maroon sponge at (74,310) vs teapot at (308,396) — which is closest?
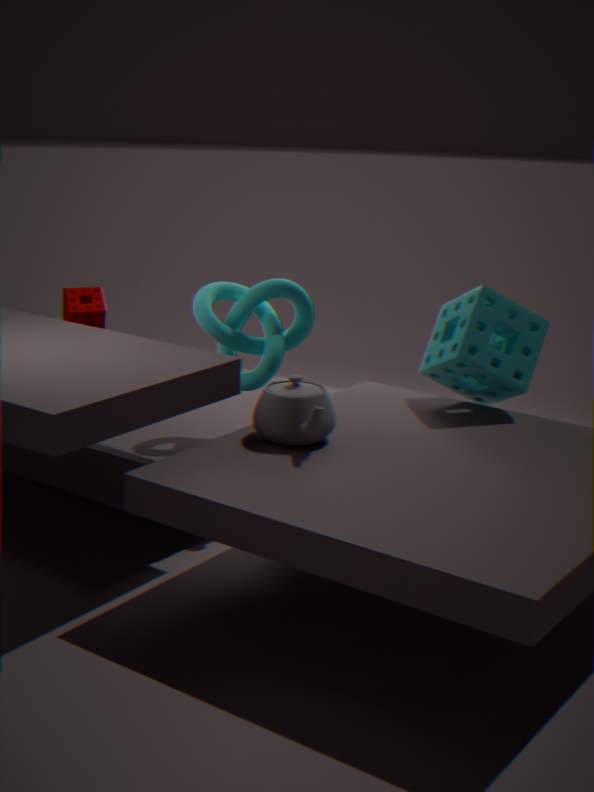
teapot at (308,396)
